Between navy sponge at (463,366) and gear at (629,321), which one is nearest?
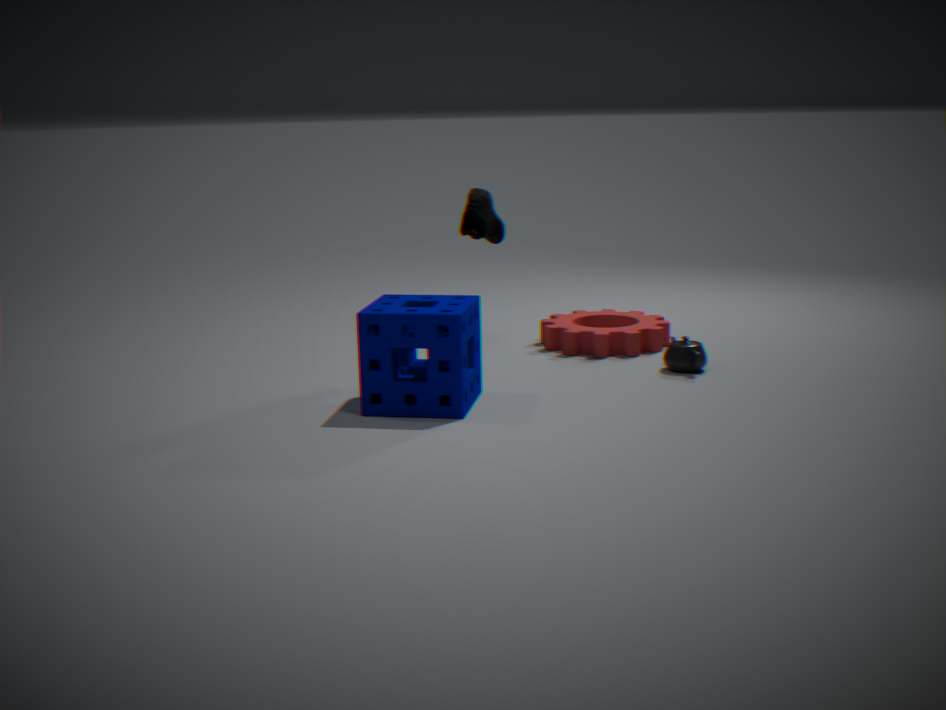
navy sponge at (463,366)
